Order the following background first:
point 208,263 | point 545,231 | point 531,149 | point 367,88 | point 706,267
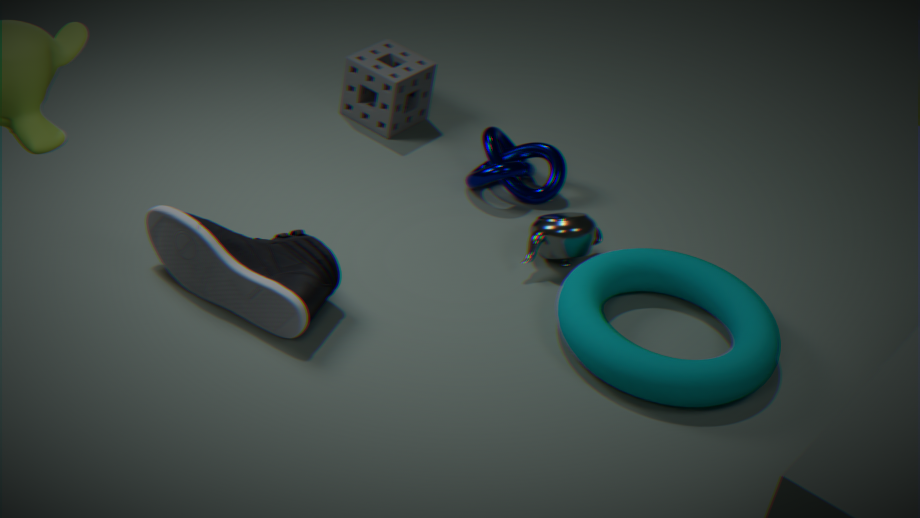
point 367,88 < point 531,149 < point 545,231 < point 706,267 < point 208,263
